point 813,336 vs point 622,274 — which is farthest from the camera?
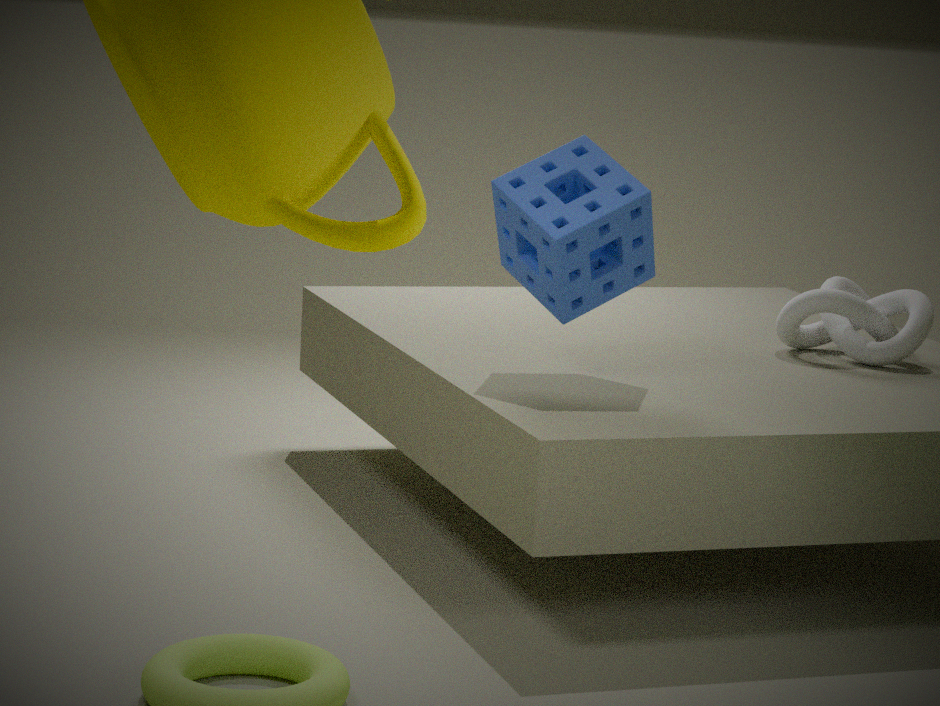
point 813,336
